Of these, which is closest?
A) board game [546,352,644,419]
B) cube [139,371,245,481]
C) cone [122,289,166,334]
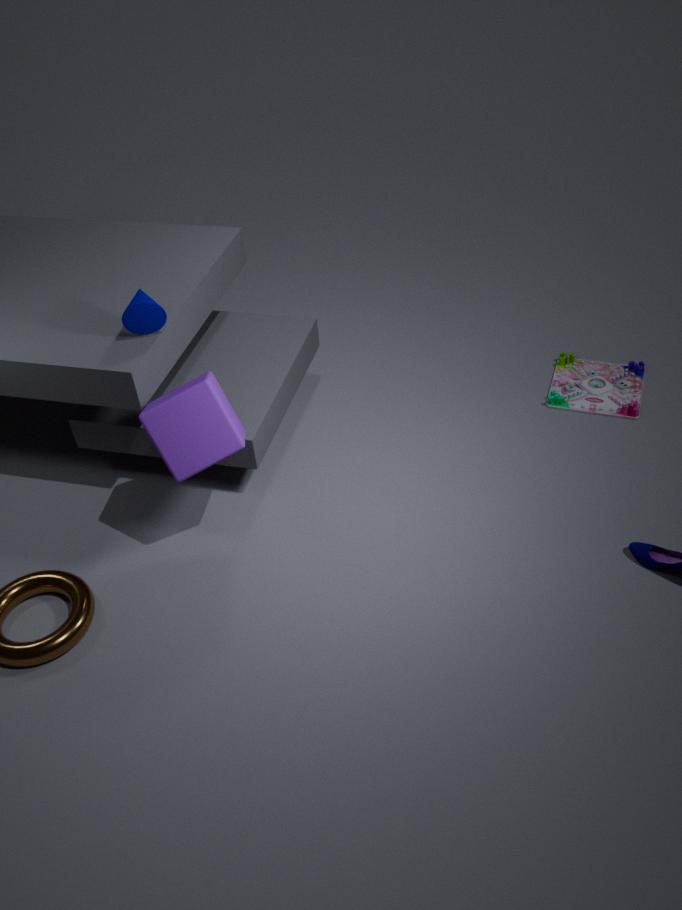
cube [139,371,245,481]
